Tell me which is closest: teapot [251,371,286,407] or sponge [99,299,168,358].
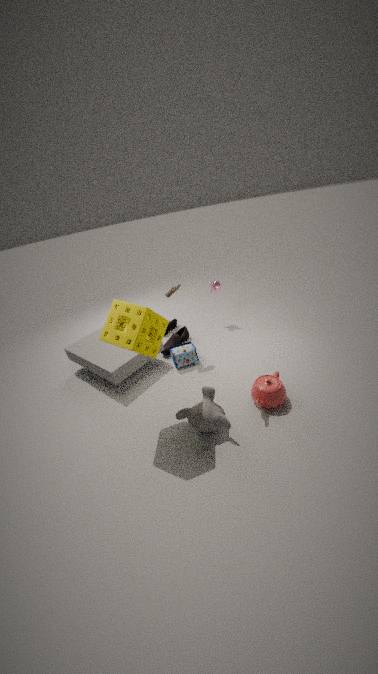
sponge [99,299,168,358]
